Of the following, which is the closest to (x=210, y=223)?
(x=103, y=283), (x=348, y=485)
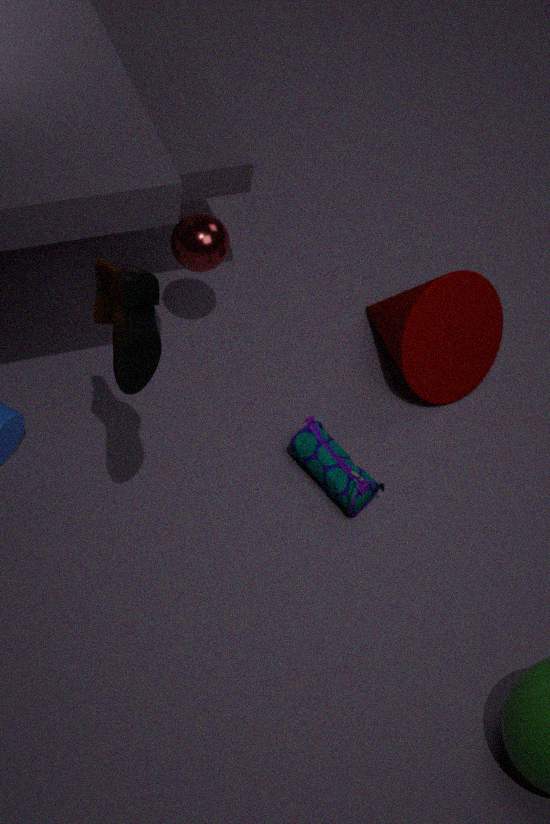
(x=348, y=485)
